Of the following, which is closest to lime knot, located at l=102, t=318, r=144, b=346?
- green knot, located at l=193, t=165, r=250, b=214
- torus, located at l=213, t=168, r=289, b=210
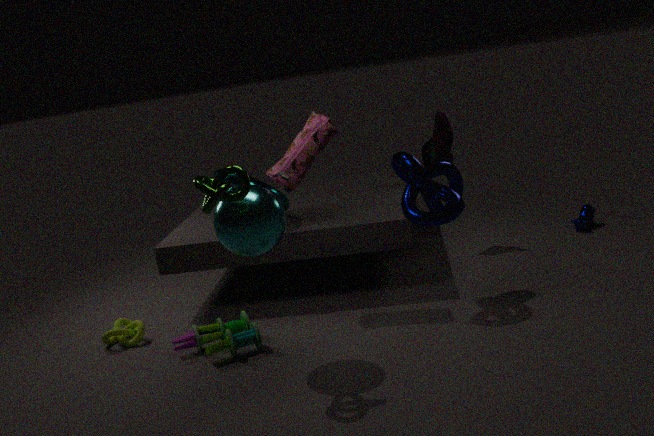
torus, located at l=213, t=168, r=289, b=210
